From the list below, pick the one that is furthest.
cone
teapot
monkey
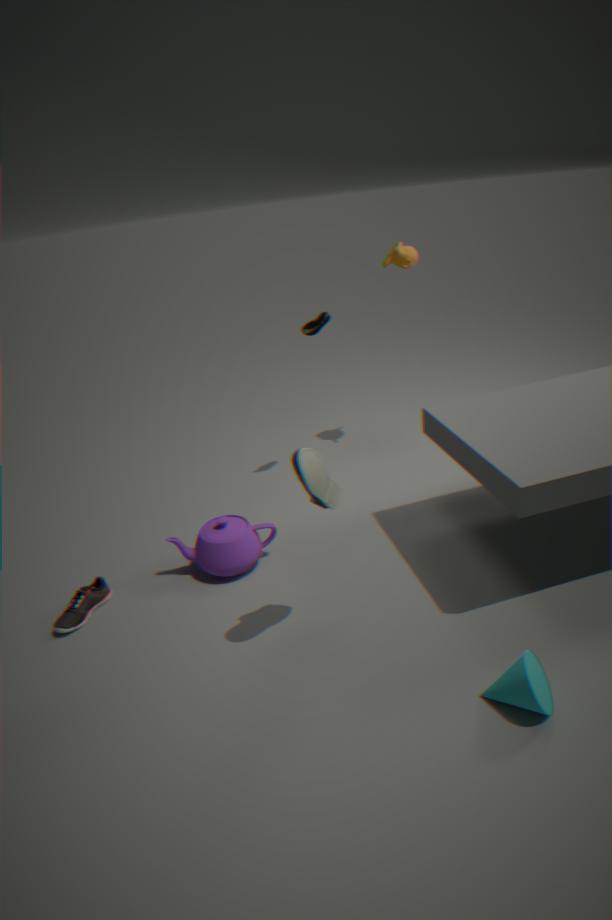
monkey
